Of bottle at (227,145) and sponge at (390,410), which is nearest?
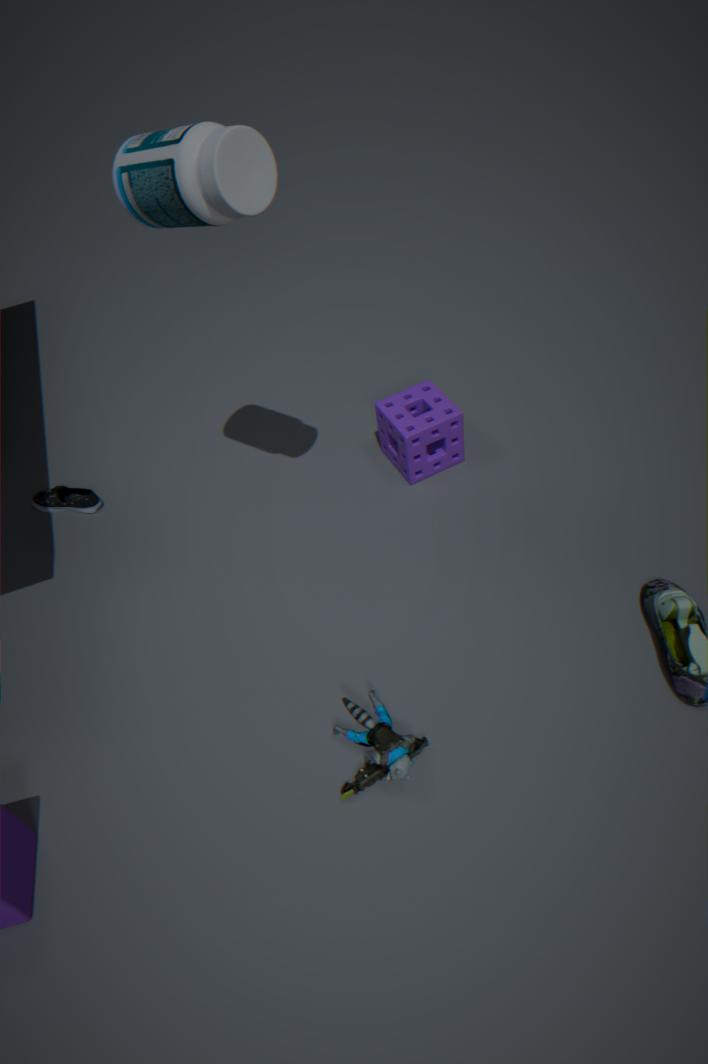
bottle at (227,145)
